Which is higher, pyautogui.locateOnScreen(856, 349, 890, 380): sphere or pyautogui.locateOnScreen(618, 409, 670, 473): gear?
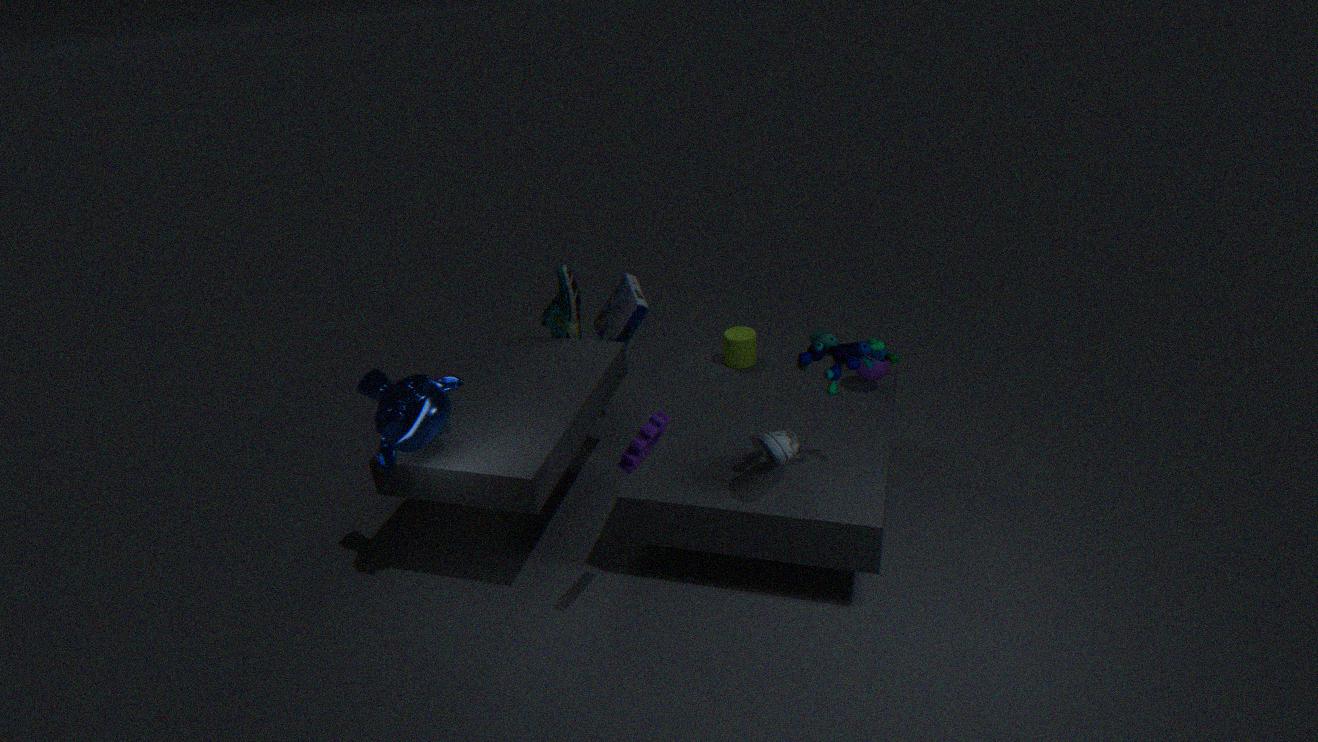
pyautogui.locateOnScreen(618, 409, 670, 473): gear
